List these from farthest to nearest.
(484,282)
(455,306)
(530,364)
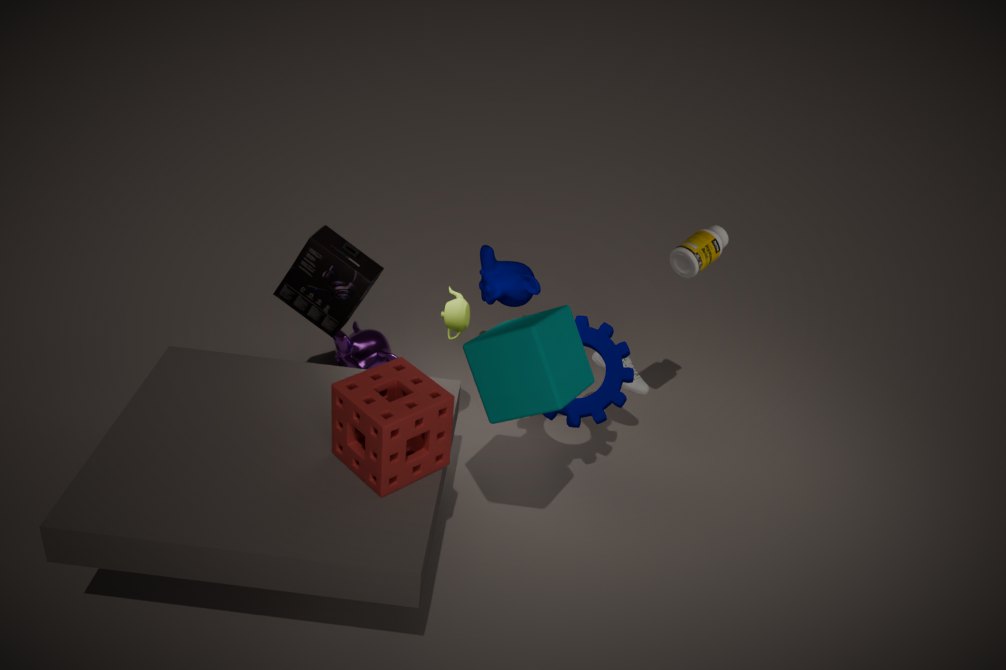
(484,282) → (455,306) → (530,364)
